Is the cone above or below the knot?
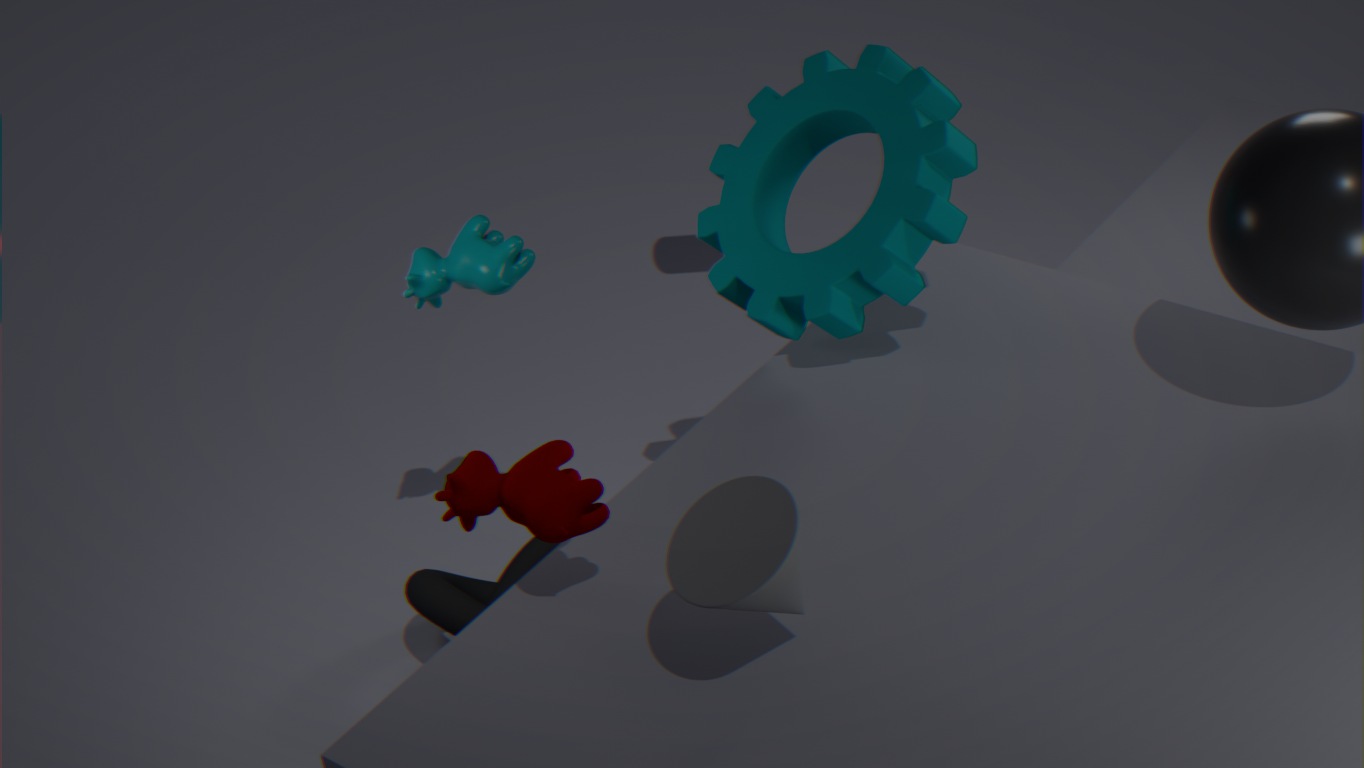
above
